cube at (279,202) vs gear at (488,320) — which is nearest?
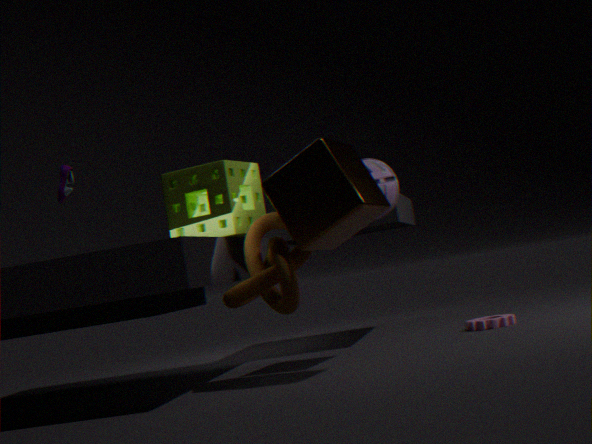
cube at (279,202)
